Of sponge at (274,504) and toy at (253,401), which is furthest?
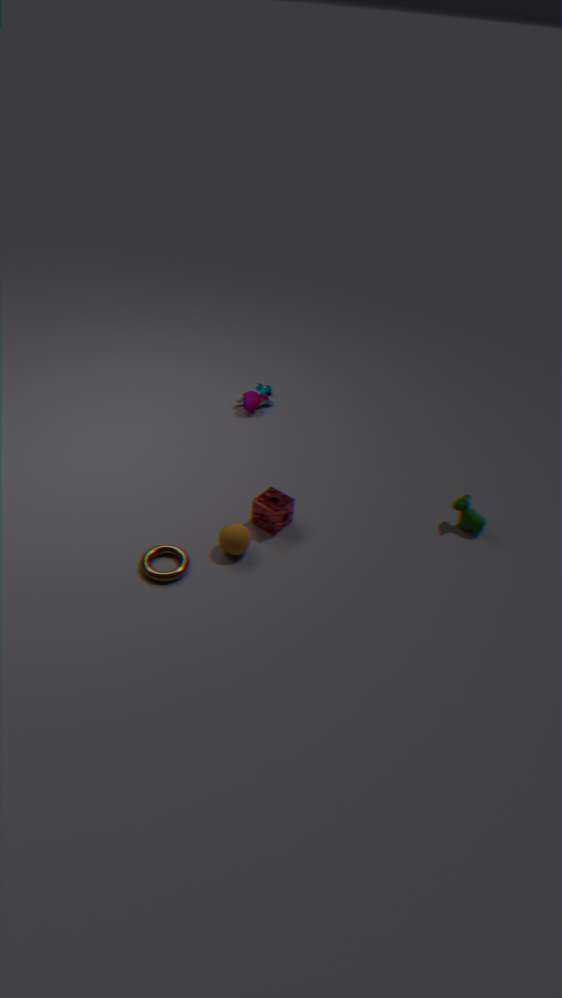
toy at (253,401)
